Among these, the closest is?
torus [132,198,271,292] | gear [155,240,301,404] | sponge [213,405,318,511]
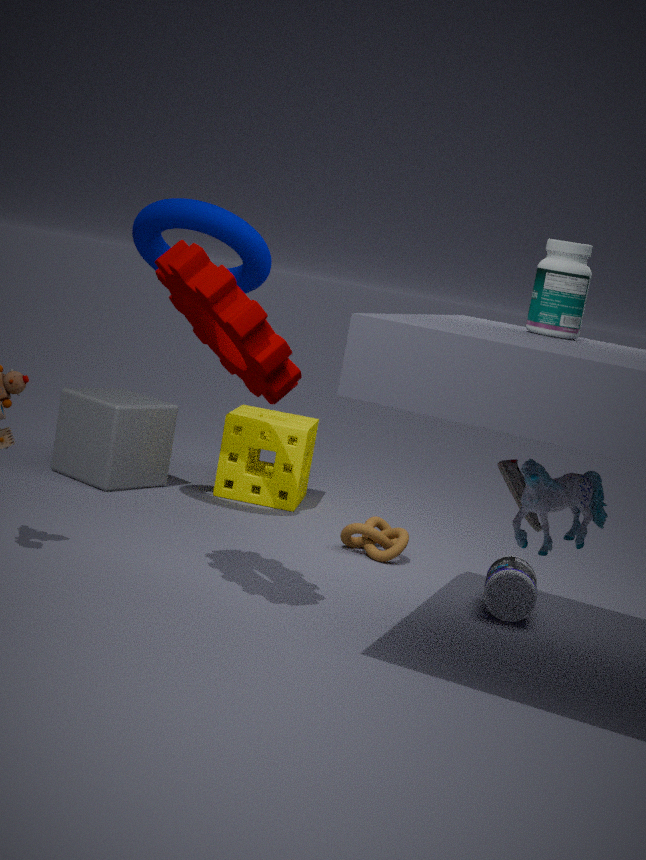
gear [155,240,301,404]
